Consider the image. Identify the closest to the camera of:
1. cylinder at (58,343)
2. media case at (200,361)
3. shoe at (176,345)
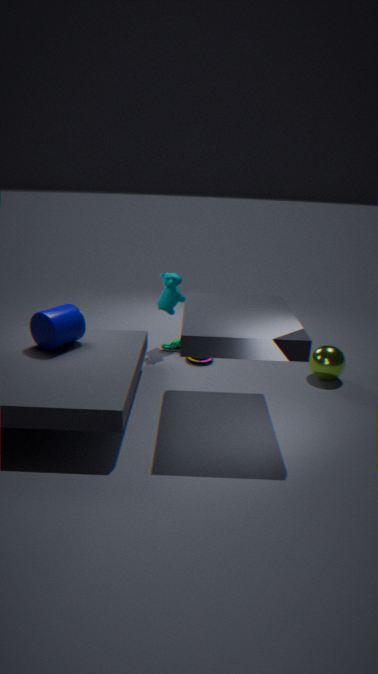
cylinder at (58,343)
